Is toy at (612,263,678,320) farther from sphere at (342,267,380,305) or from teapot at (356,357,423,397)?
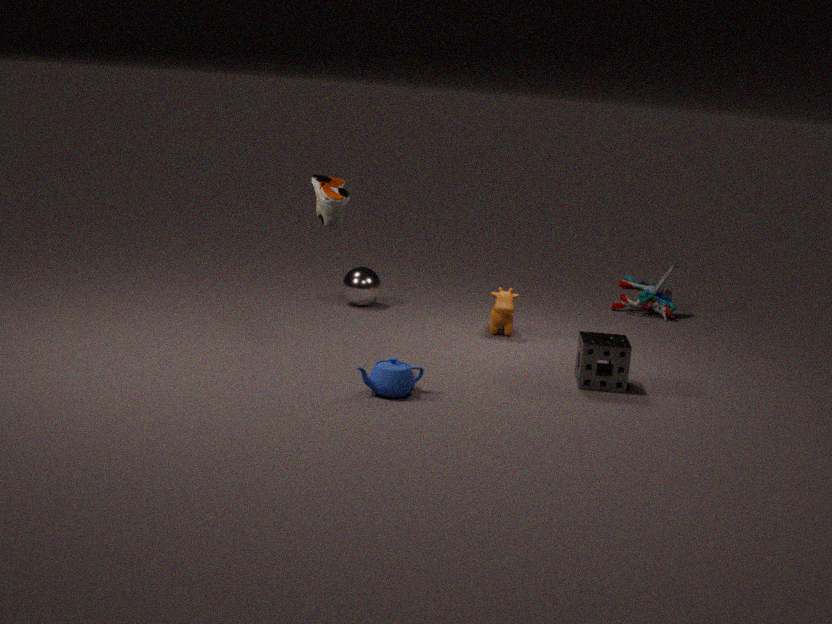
teapot at (356,357,423,397)
